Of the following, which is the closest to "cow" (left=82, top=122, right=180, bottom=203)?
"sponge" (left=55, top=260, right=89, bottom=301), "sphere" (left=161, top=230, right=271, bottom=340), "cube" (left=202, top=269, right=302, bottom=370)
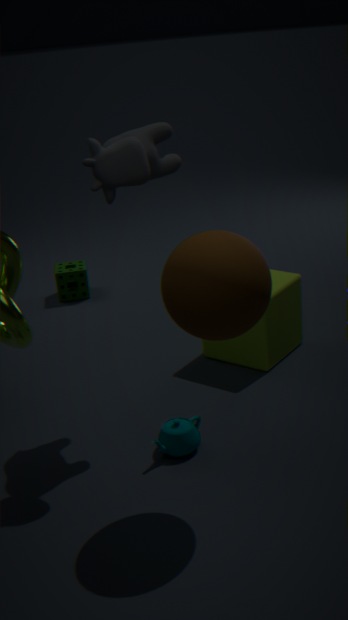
"sphere" (left=161, top=230, right=271, bottom=340)
